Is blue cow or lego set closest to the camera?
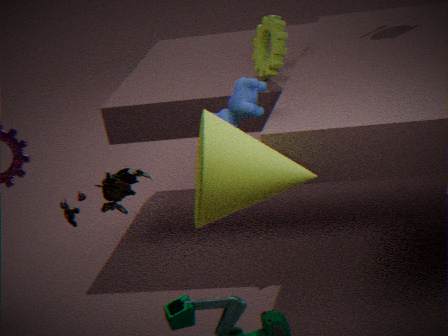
lego set
